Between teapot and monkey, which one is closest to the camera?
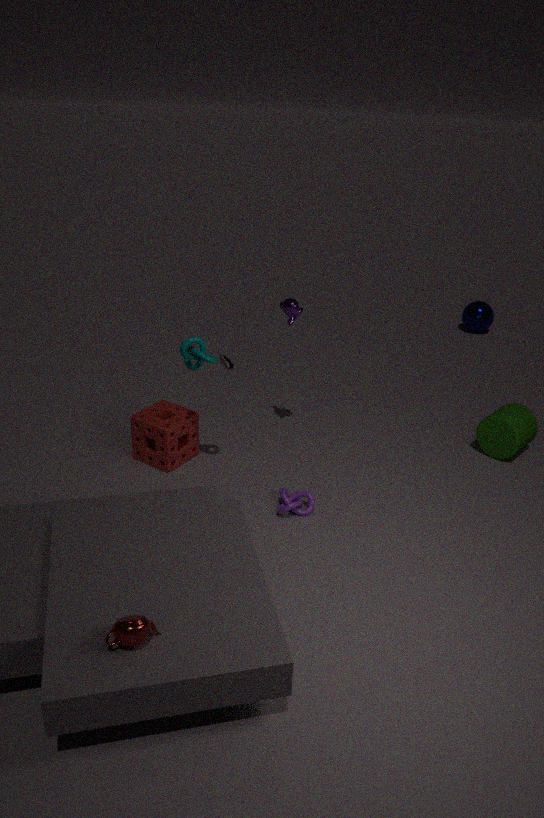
teapot
